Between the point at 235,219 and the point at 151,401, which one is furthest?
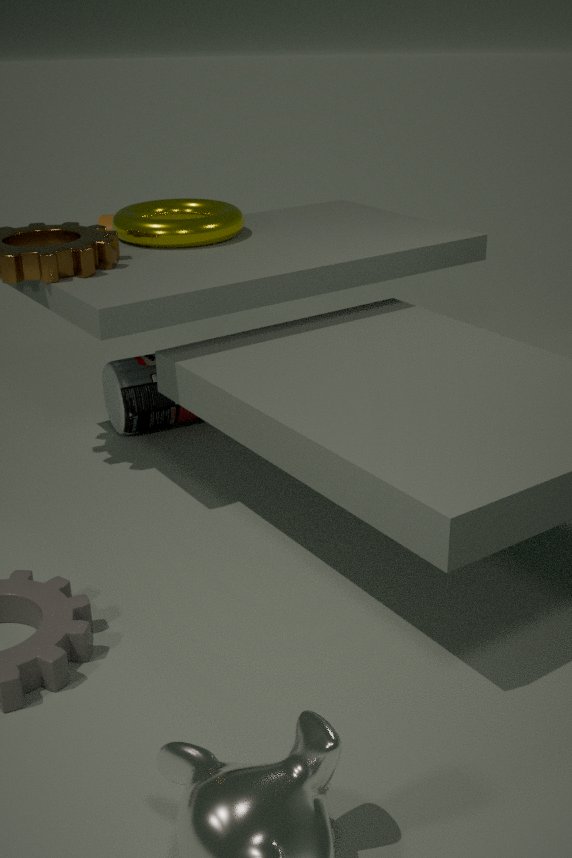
the point at 151,401
